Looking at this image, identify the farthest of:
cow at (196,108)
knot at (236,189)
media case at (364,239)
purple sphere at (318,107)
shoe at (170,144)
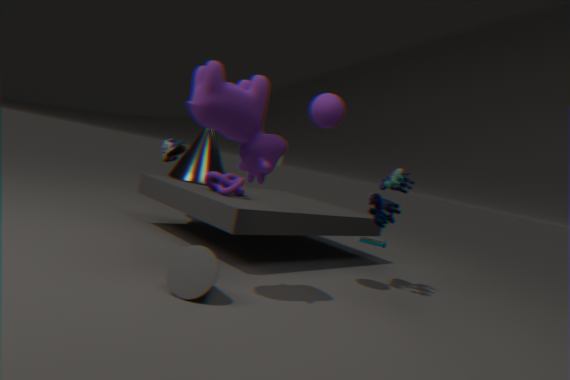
media case at (364,239)
